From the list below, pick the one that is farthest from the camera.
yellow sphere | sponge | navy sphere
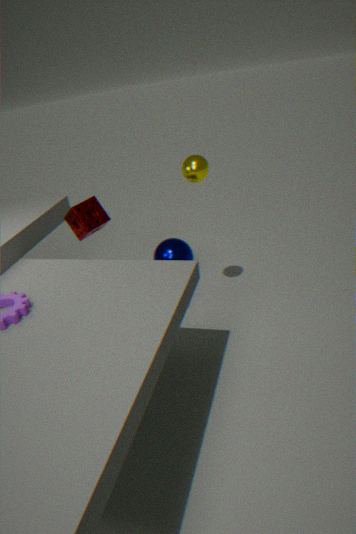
navy sphere
